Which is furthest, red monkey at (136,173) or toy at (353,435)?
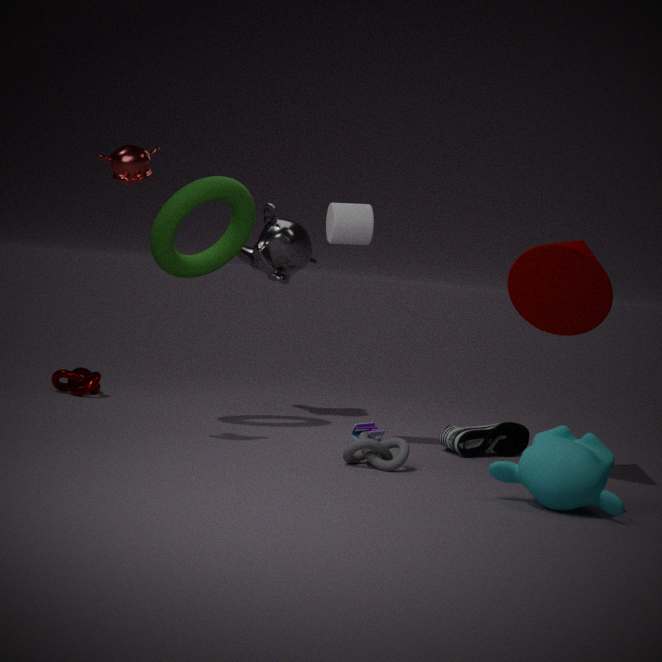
toy at (353,435)
